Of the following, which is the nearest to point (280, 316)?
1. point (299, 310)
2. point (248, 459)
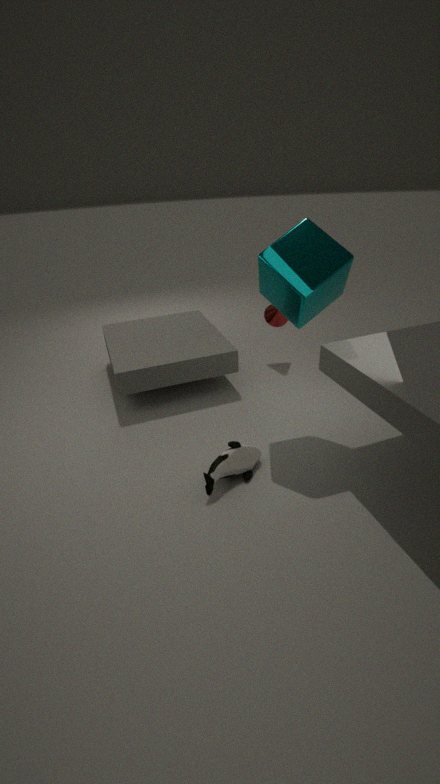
point (299, 310)
